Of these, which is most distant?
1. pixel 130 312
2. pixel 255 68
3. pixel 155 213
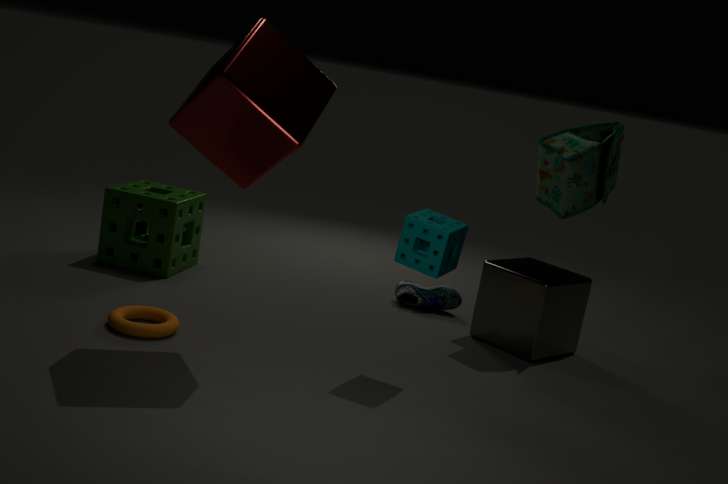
pixel 155 213
